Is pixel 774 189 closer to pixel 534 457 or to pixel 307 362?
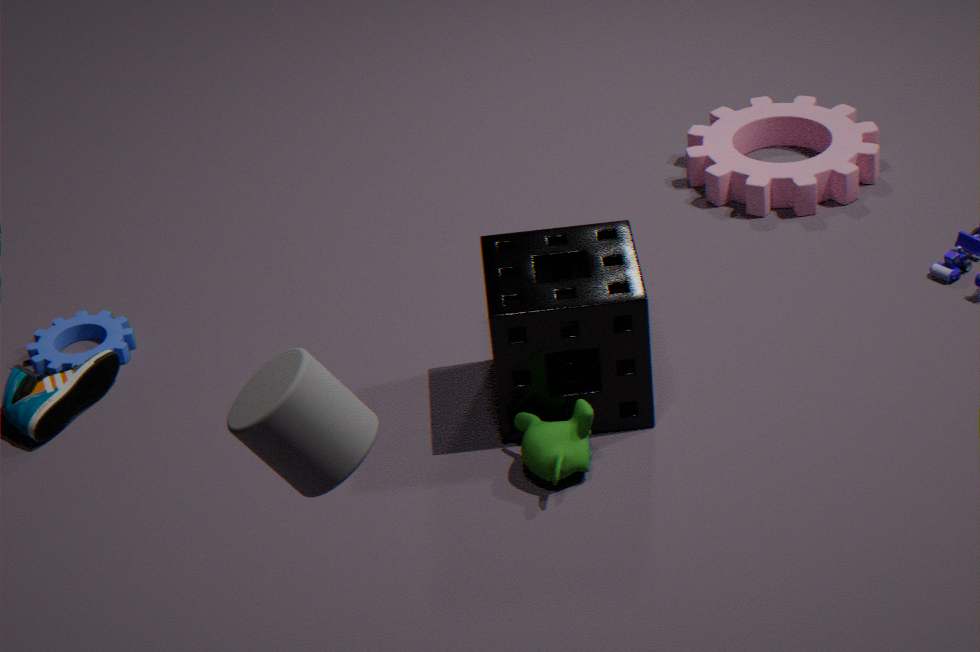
pixel 534 457
